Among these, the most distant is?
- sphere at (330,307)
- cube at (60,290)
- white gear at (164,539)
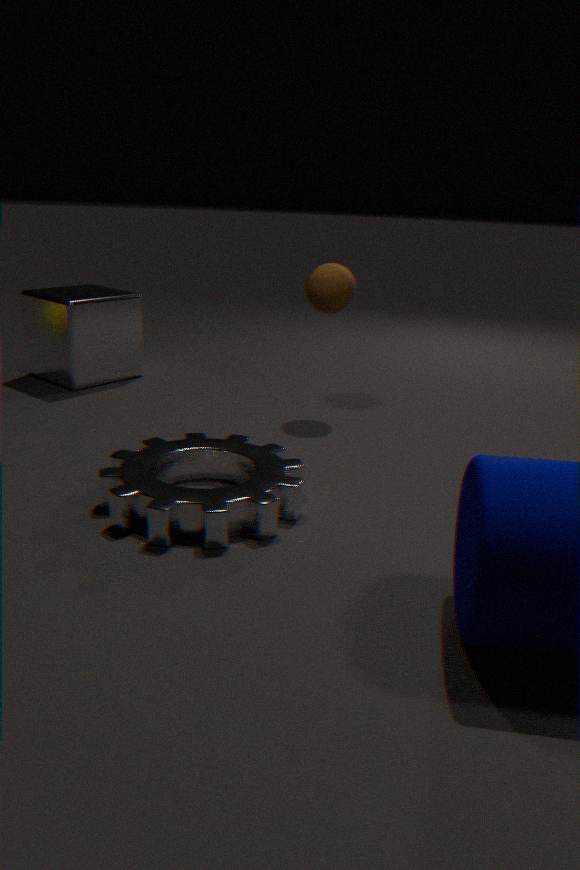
cube at (60,290)
